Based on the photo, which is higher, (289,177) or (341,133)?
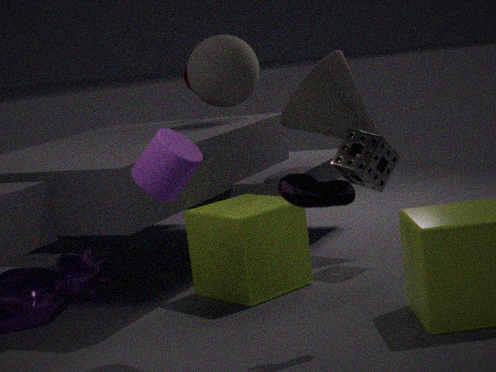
(341,133)
